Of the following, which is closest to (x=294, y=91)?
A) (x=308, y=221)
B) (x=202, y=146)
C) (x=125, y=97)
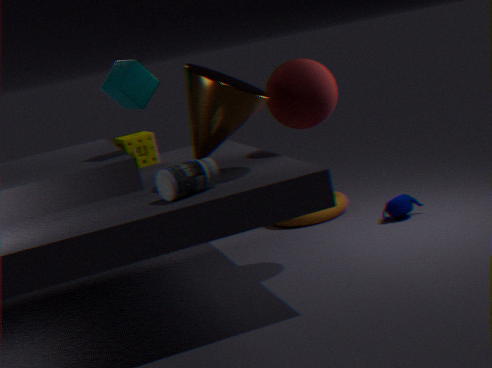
(x=202, y=146)
